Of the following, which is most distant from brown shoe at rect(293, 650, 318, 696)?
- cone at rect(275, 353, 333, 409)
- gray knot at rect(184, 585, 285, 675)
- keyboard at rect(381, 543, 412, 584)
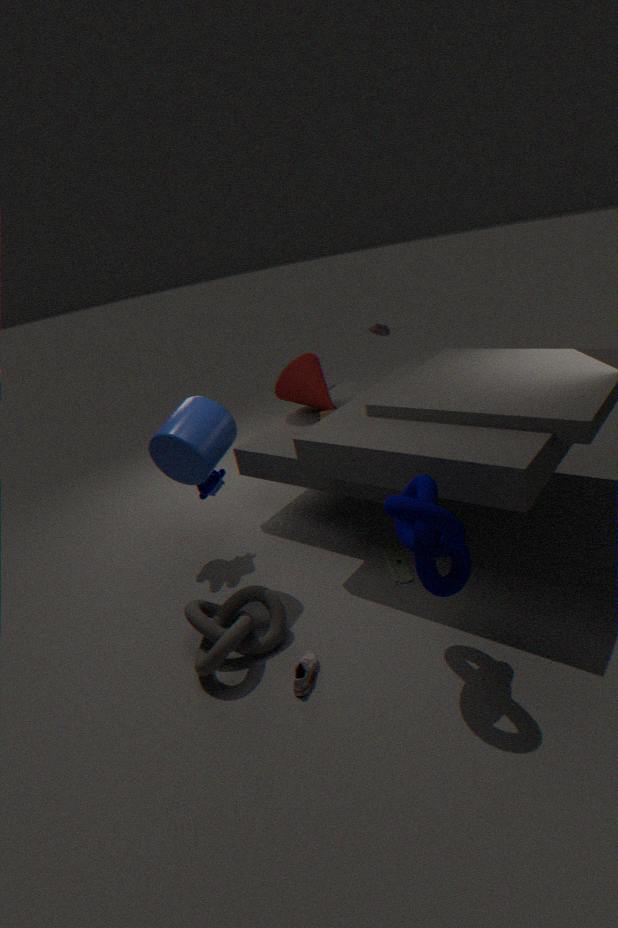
cone at rect(275, 353, 333, 409)
